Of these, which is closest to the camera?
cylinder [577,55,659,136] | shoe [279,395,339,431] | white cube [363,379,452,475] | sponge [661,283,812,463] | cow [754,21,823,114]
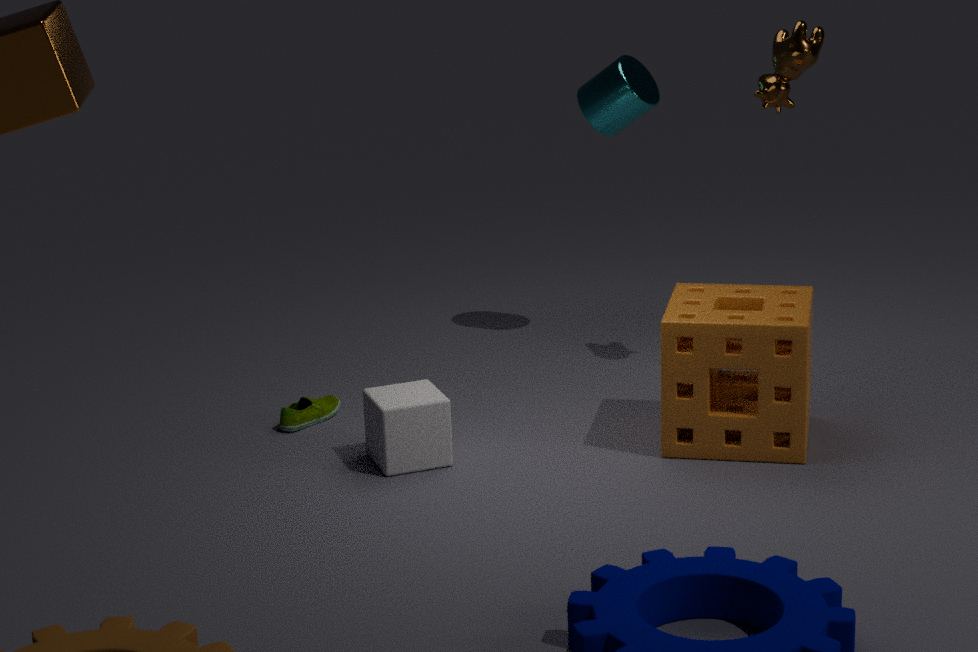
sponge [661,283,812,463]
